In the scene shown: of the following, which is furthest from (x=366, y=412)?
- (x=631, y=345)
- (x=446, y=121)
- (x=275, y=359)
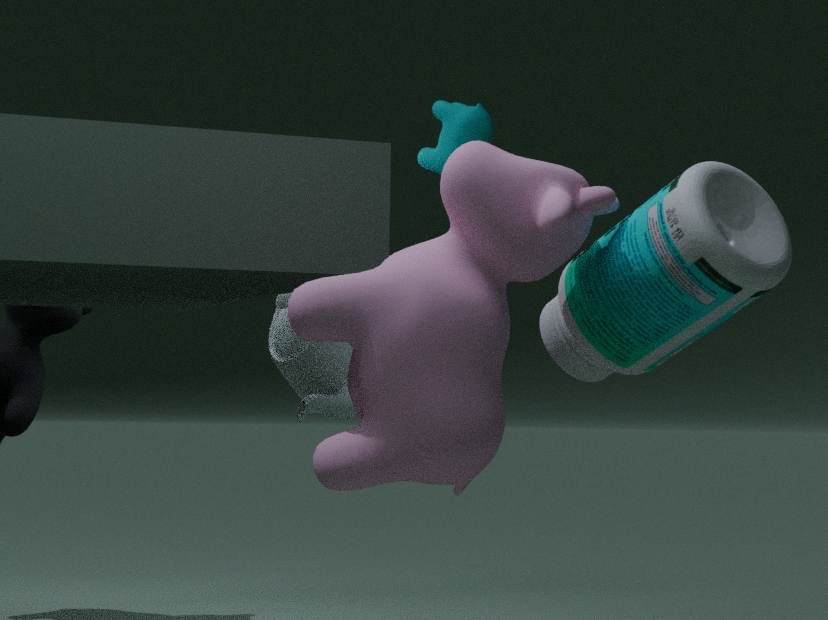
(x=446, y=121)
